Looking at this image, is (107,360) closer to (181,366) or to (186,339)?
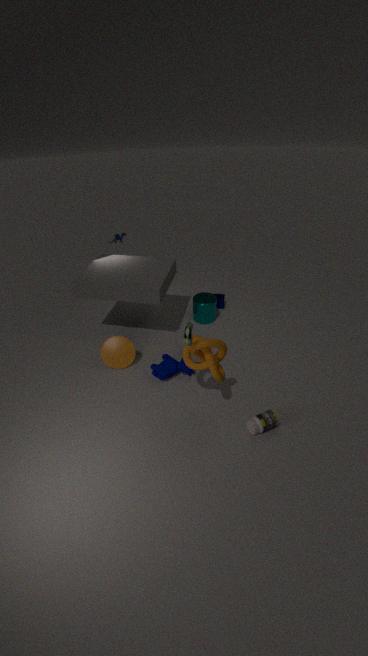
(181,366)
